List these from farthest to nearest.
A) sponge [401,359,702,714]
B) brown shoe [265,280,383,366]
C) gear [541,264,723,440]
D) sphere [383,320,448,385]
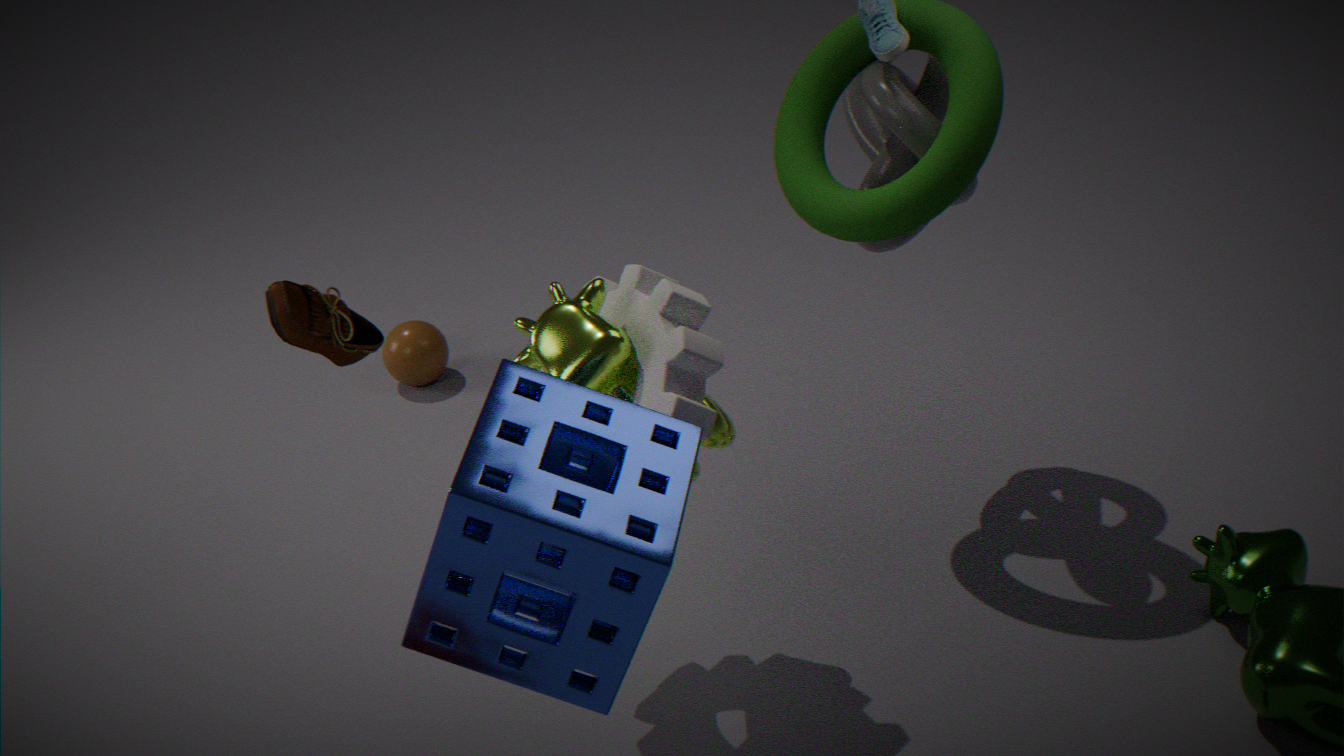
sphere [383,320,448,385] → brown shoe [265,280,383,366] → gear [541,264,723,440] → sponge [401,359,702,714]
